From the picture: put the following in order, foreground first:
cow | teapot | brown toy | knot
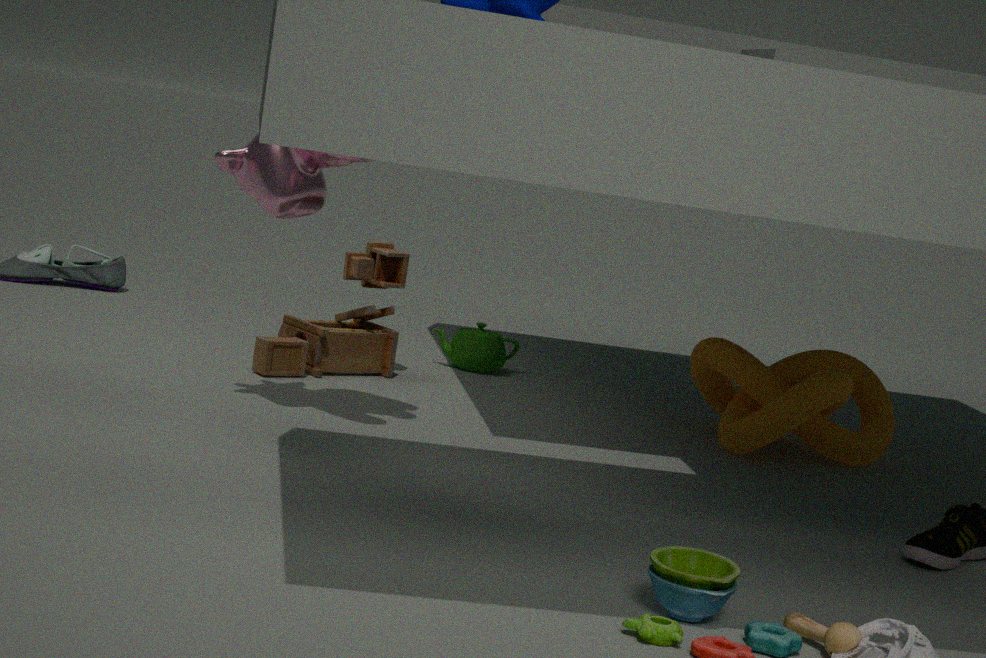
cow < knot < brown toy < teapot
